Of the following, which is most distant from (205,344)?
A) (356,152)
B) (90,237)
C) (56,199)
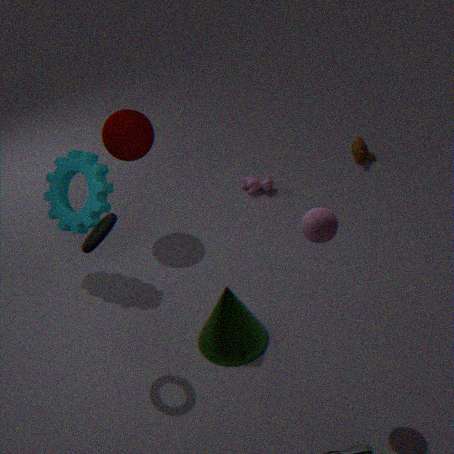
(356,152)
